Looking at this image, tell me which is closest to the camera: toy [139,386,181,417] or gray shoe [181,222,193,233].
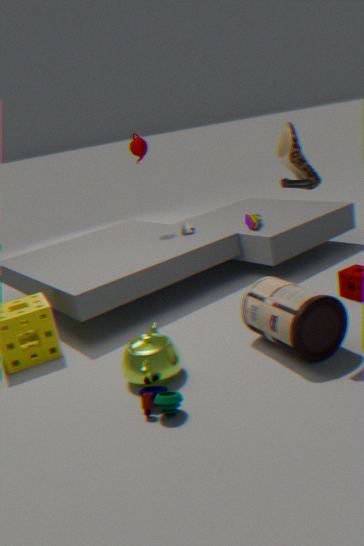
toy [139,386,181,417]
